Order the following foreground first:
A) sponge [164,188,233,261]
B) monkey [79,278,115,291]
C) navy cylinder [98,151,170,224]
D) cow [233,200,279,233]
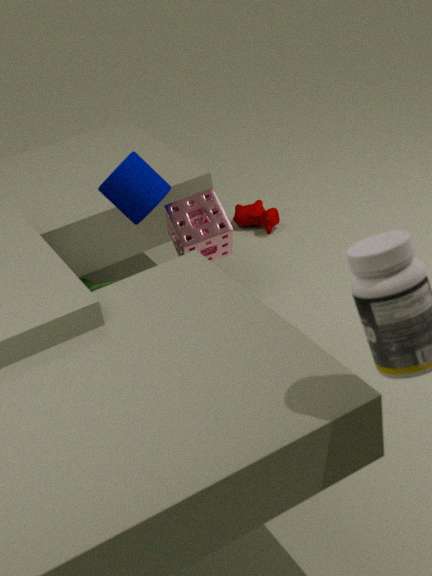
navy cylinder [98,151,170,224], sponge [164,188,233,261], monkey [79,278,115,291], cow [233,200,279,233]
